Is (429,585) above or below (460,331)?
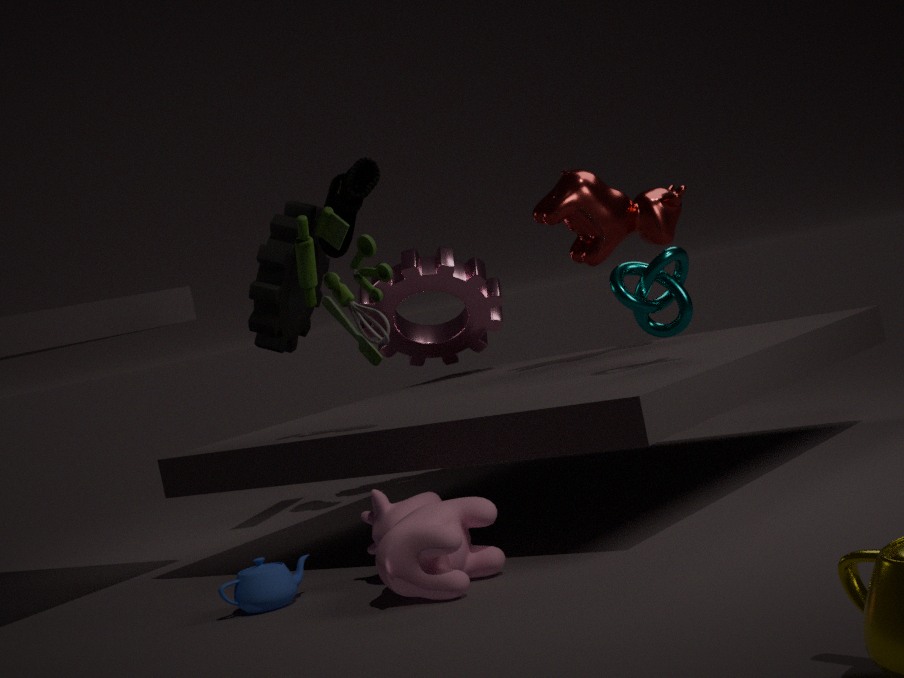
below
